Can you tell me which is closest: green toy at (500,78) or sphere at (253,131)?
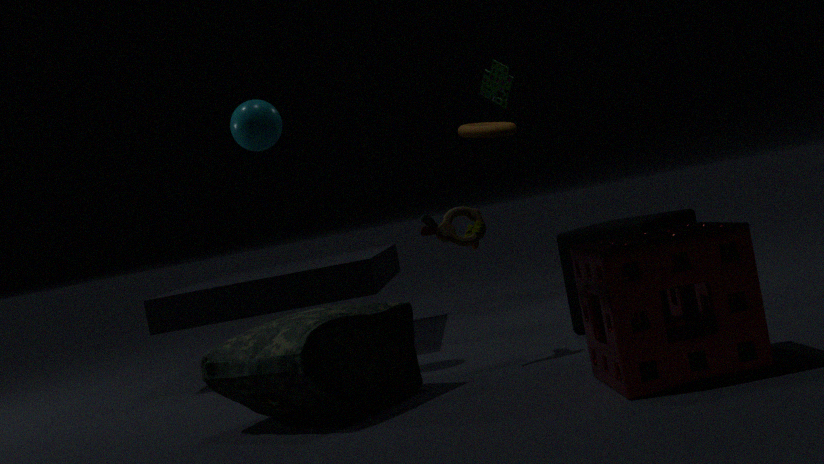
sphere at (253,131)
